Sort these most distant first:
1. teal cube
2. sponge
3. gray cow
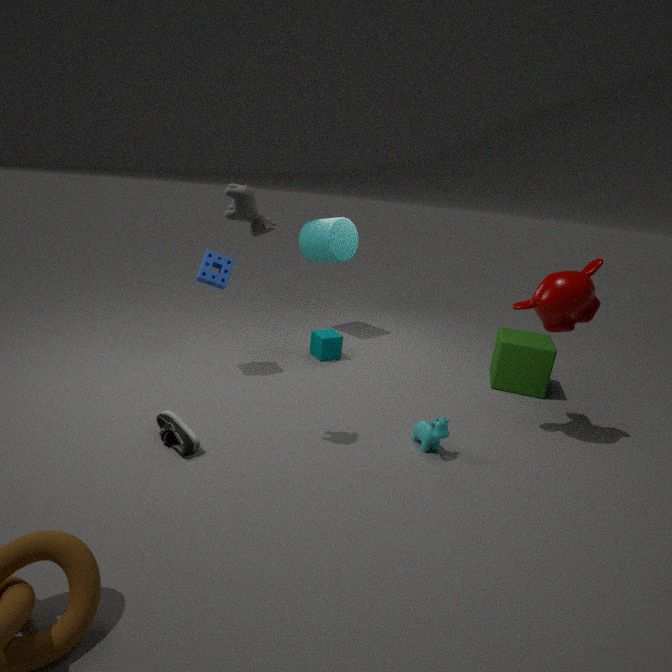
teal cube, sponge, gray cow
